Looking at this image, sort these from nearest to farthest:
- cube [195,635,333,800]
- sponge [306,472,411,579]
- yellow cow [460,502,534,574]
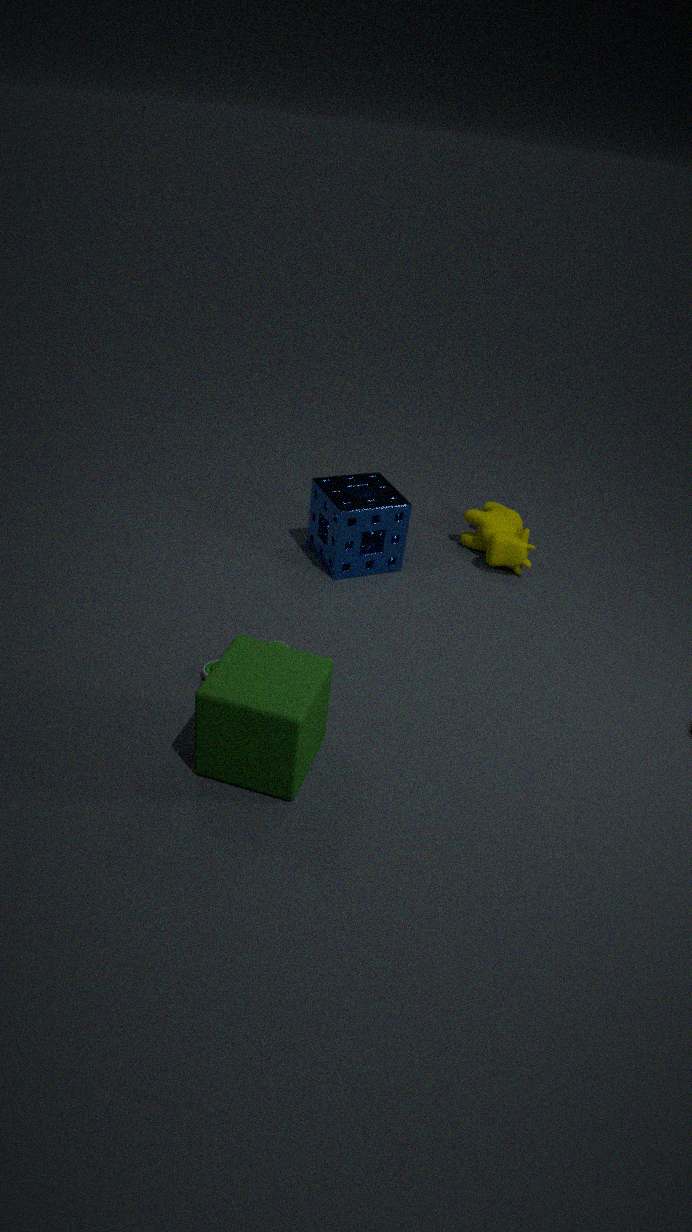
→ cube [195,635,333,800]
sponge [306,472,411,579]
yellow cow [460,502,534,574]
